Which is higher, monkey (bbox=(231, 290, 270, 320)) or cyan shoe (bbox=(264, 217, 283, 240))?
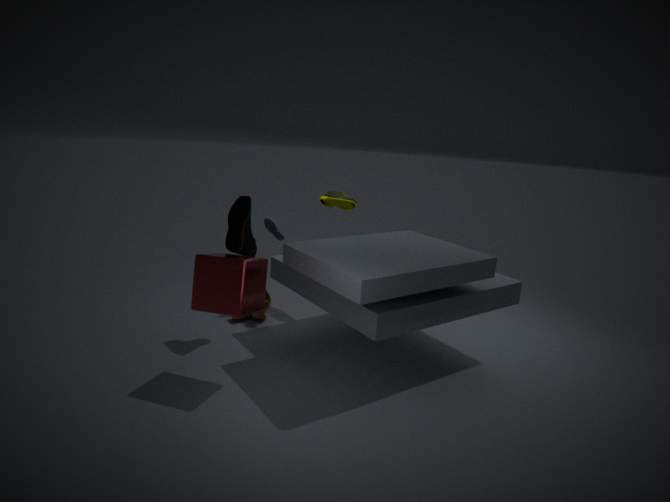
cyan shoe (bbox=(264, 217, 283, 240))
